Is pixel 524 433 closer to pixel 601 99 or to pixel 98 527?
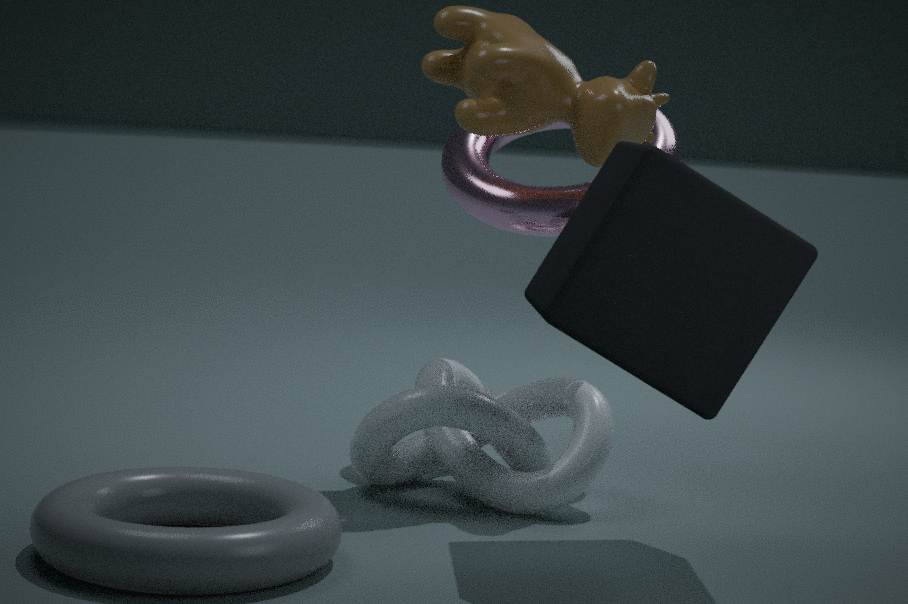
pixel 601 99
